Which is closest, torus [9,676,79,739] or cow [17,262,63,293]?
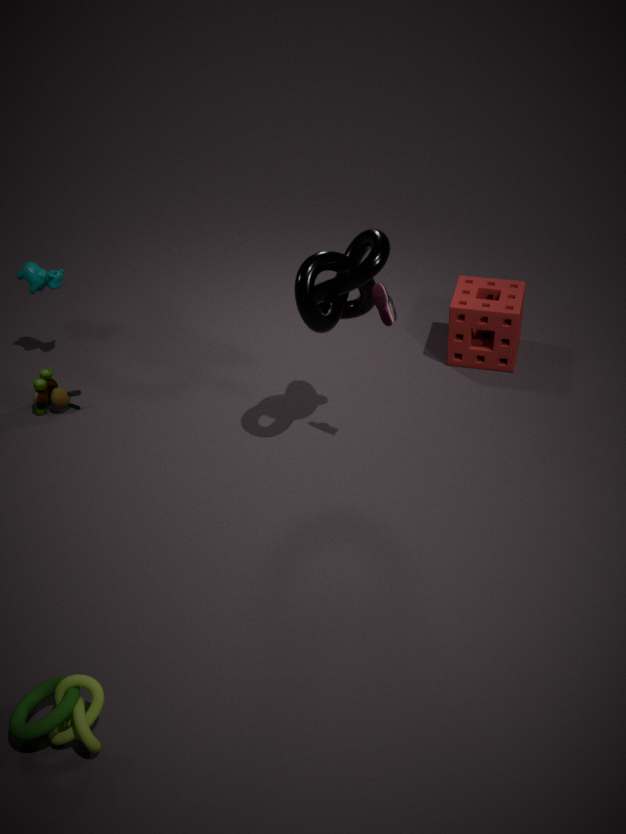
torus [9,676,79,739]
